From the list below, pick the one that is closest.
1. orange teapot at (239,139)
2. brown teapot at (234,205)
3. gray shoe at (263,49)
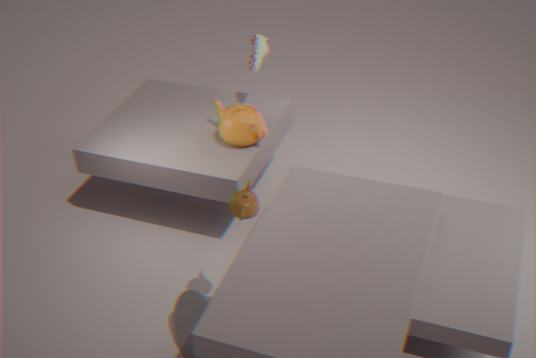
brown teapot at (234,205)
